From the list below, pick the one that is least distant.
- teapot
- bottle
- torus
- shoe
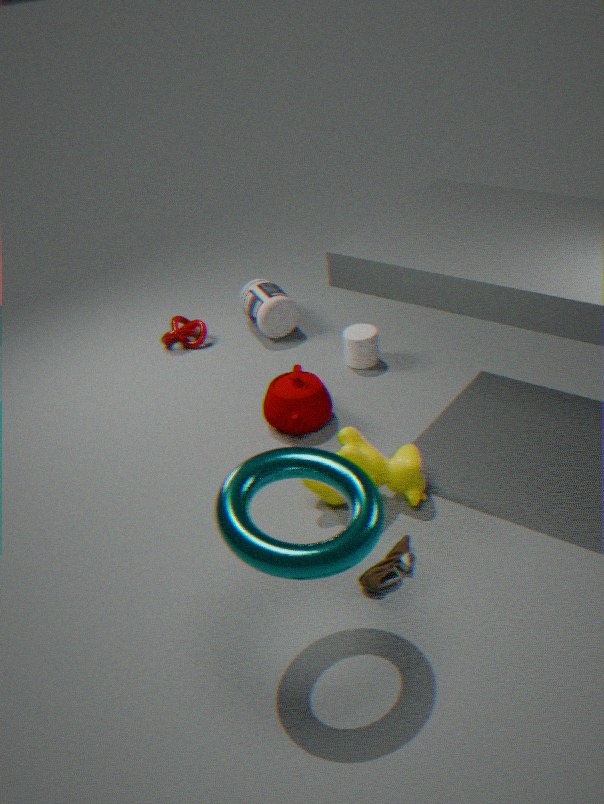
torus
